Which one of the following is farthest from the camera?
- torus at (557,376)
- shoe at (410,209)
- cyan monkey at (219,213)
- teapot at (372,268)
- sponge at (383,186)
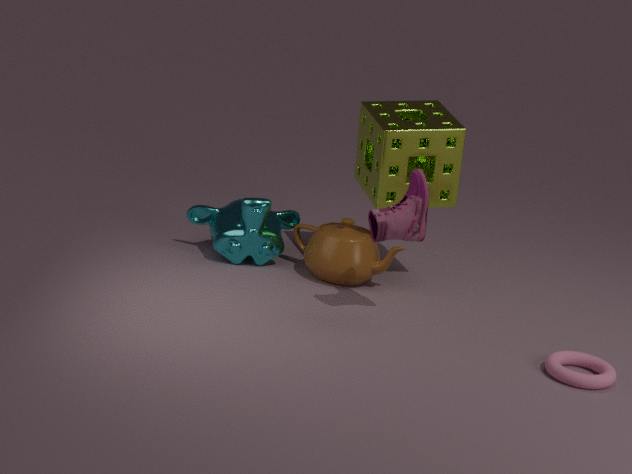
cyan monkey at (219,213)
